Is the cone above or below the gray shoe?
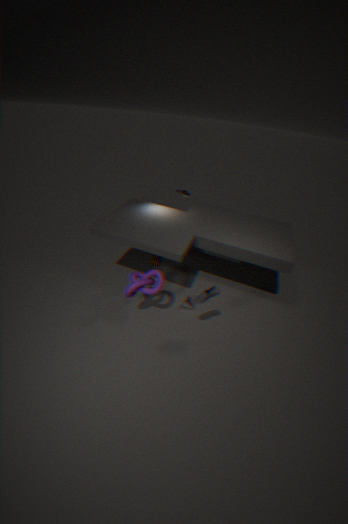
below
